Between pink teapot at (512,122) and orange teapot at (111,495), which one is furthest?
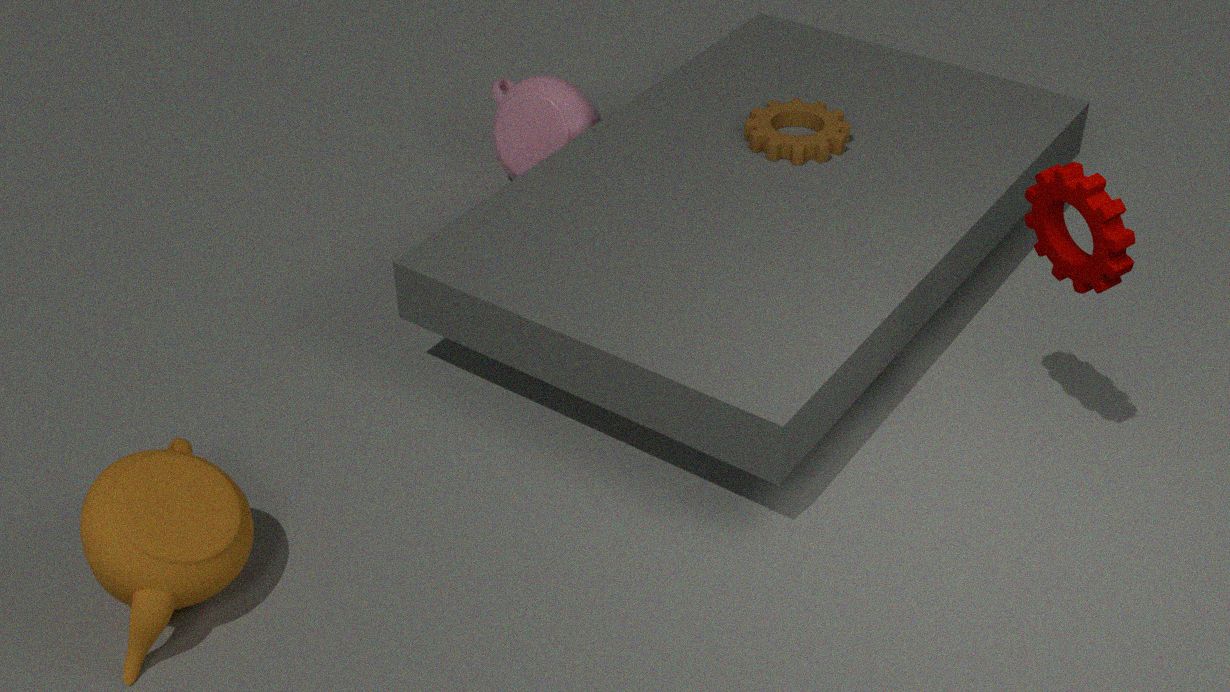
pink teapot at (512,122)
